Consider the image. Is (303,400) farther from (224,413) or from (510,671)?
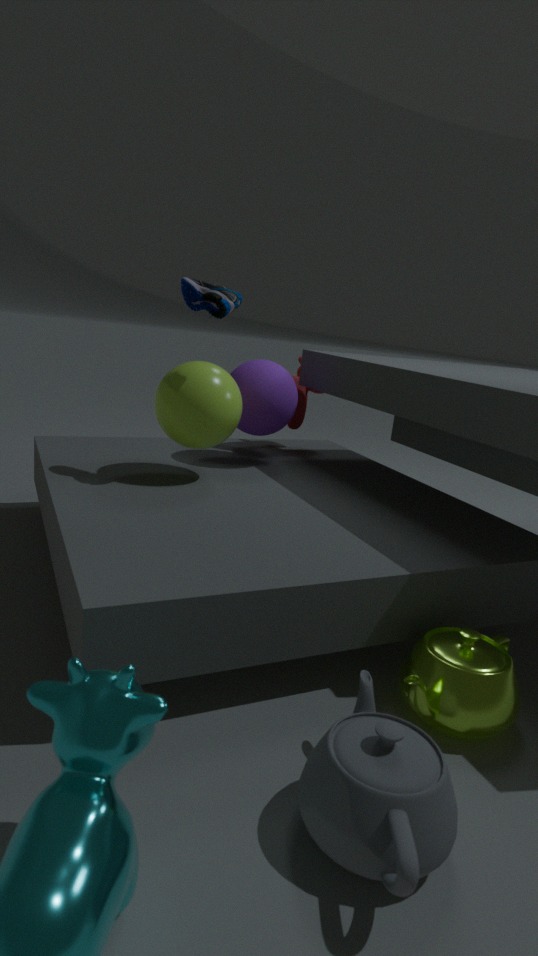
(510,671)
